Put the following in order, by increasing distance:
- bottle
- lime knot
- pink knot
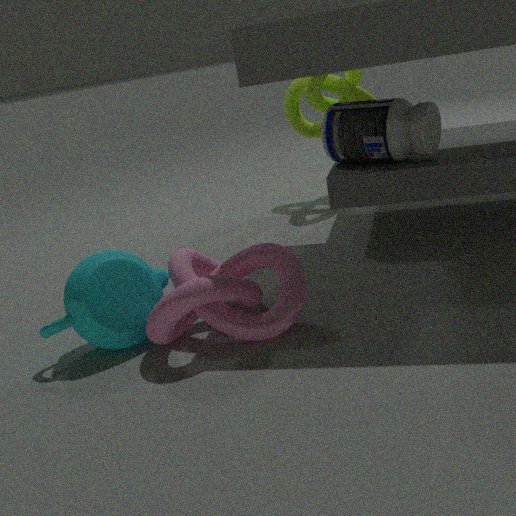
pink knot → bottle → lime knot
